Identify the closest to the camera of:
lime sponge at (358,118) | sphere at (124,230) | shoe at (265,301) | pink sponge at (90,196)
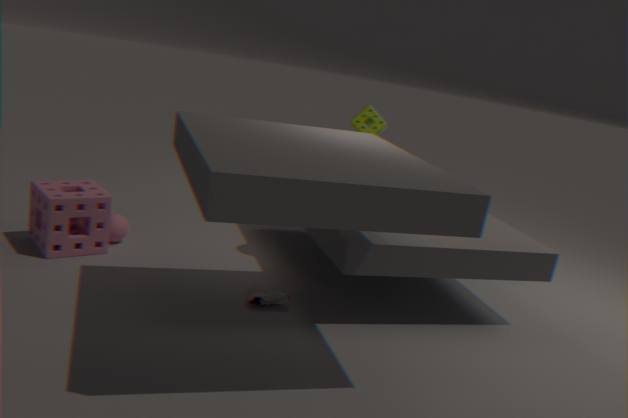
shoe at (265,301)
